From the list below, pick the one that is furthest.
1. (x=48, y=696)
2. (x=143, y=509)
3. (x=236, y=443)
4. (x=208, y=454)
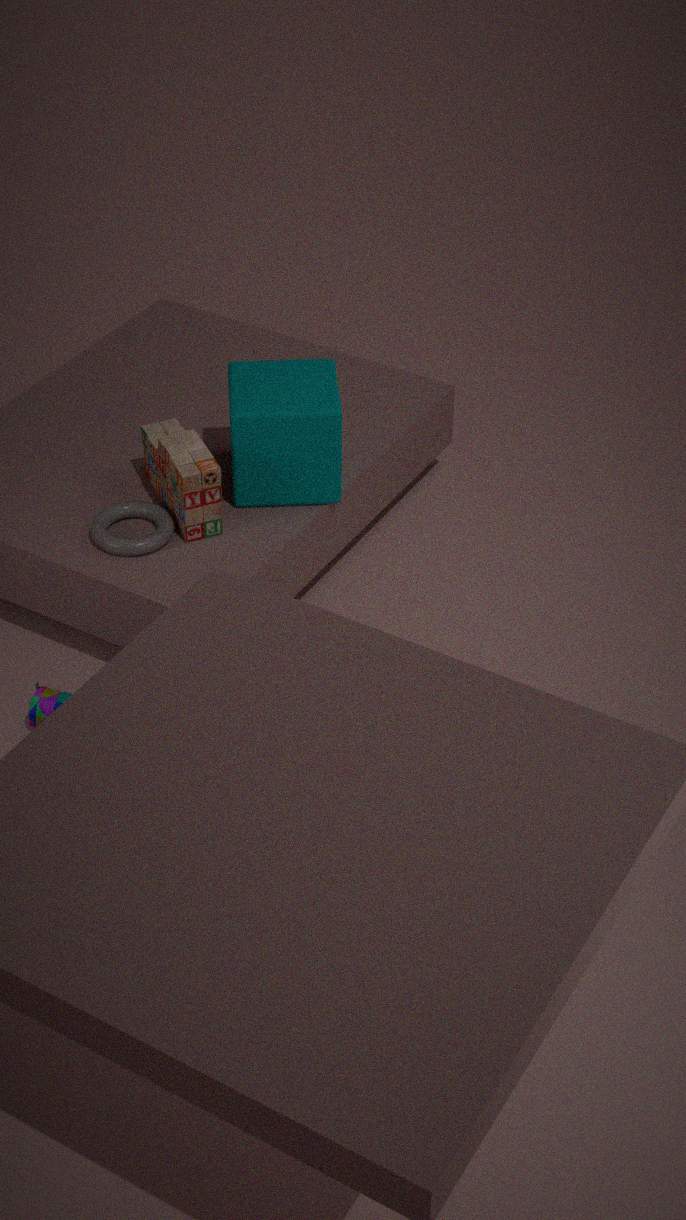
(x=143, y=509)
